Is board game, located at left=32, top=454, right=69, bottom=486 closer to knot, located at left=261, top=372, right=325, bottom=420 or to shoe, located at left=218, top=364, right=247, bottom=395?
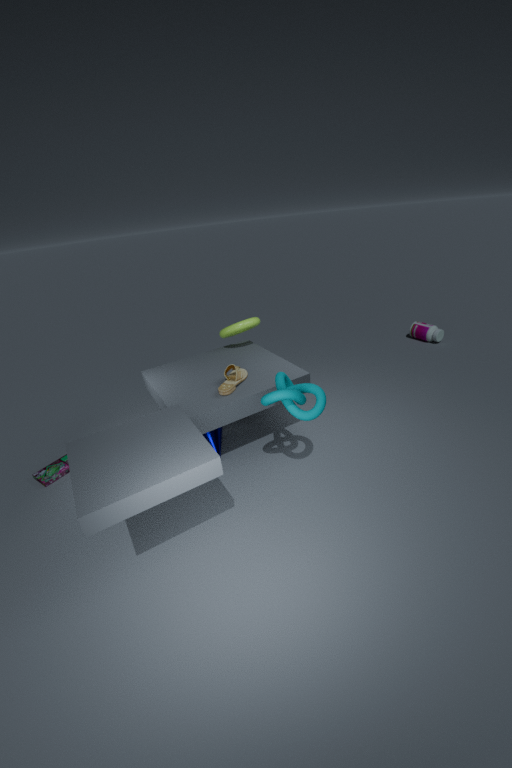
shoe, located at left=218, top=364, right=247, bottom=395
